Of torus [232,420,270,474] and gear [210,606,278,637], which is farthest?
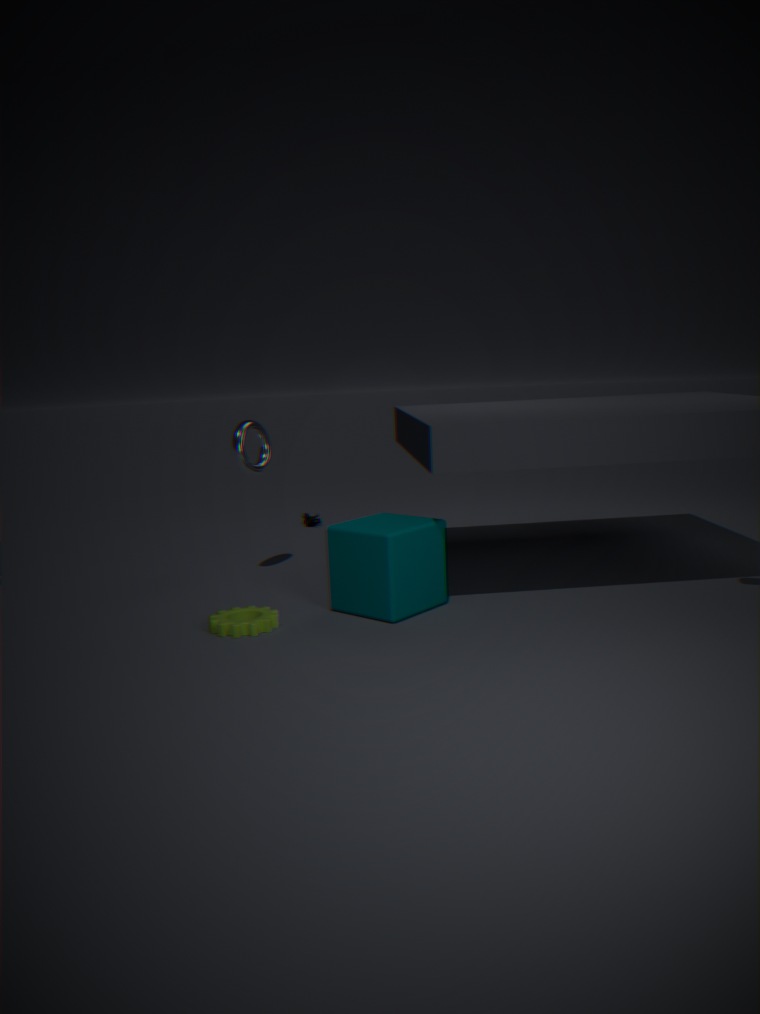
torus [232,420,270,474]
